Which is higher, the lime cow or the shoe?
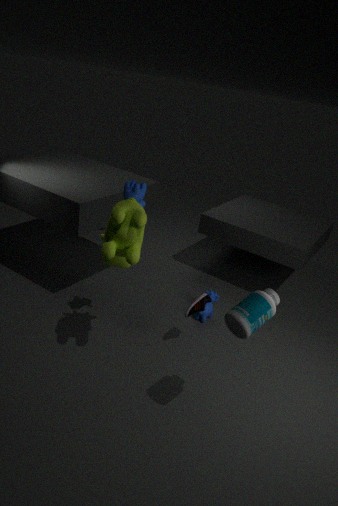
the lime cow
